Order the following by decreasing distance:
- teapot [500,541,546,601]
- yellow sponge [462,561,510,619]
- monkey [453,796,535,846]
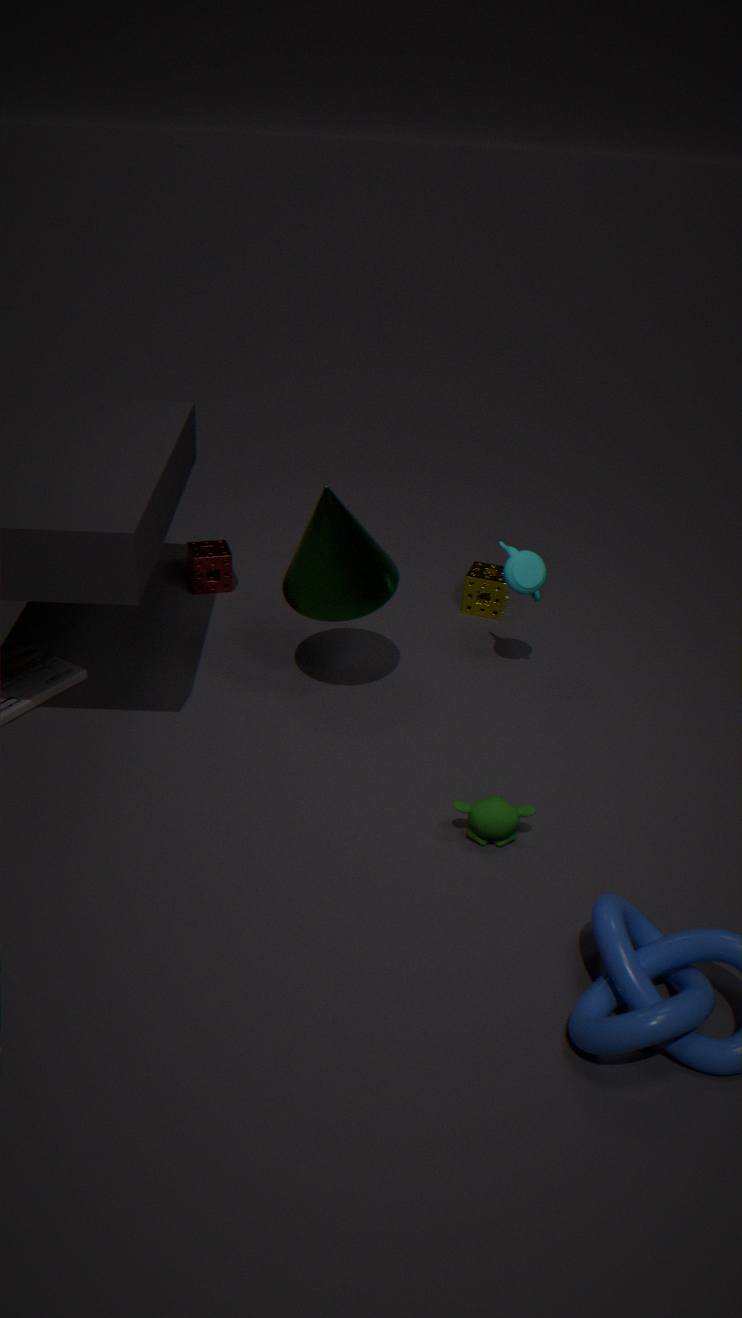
yellow sponge [462,561,510,619], teapot [500,541,546,601], monkey [453,796,535,846]
